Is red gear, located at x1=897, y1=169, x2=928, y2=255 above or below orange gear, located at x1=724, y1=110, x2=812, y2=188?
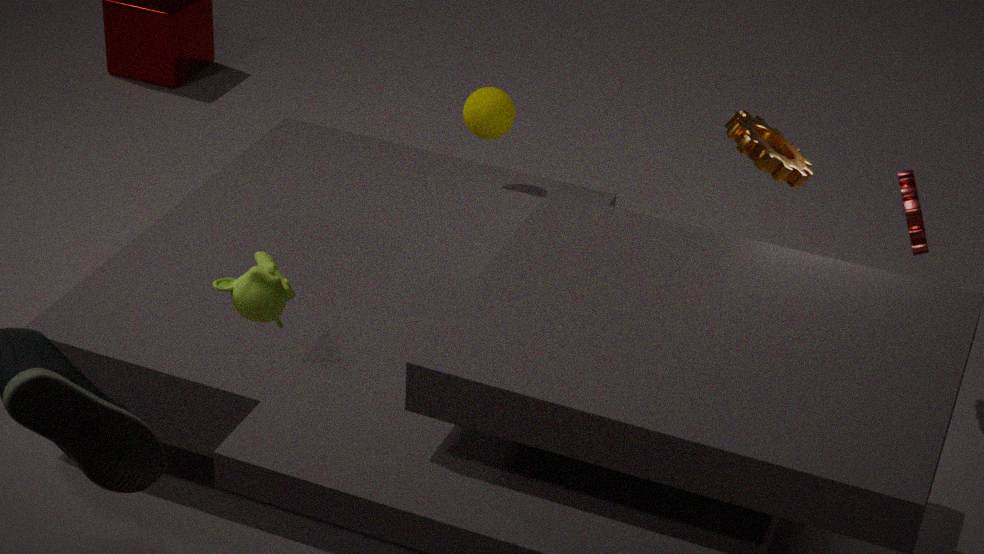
below
